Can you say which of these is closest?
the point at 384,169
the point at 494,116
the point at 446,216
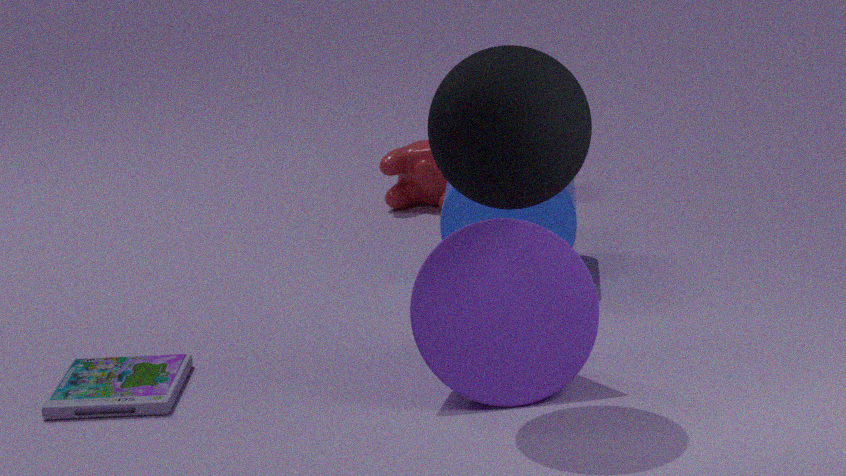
the point at 494,116
